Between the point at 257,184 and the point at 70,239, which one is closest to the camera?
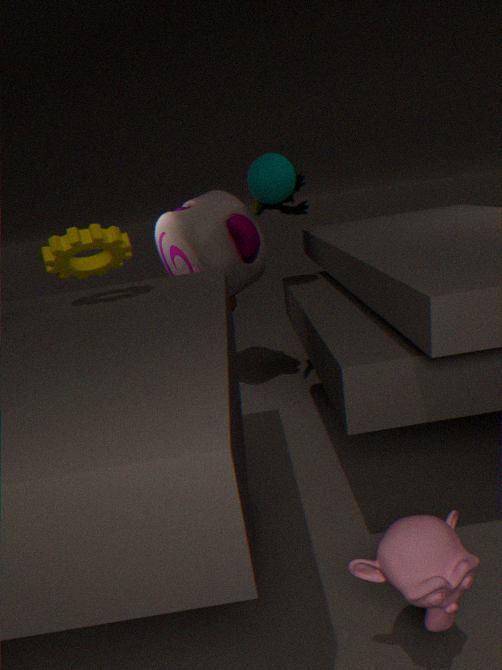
the point at 70,239
